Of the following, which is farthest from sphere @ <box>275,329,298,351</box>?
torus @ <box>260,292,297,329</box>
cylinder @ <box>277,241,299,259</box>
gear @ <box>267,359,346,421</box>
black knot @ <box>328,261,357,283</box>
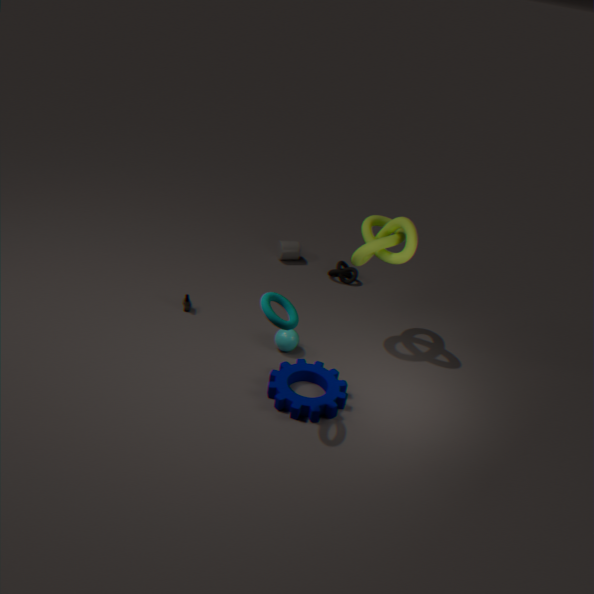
cylinder @ <box>277,241,299,259</box>
